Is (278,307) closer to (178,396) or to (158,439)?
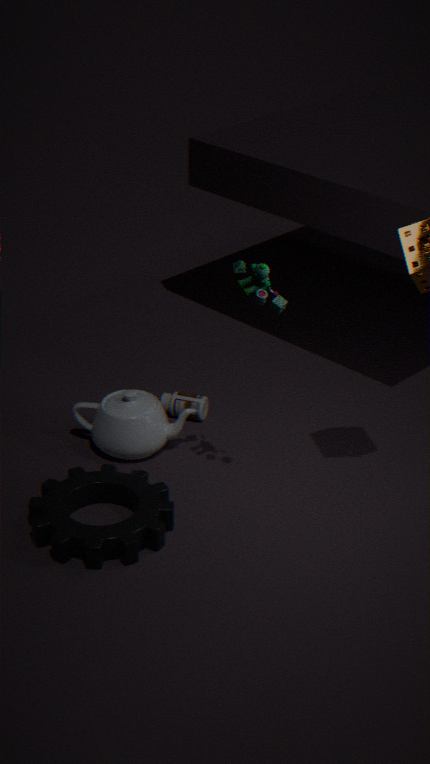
(158,439)
